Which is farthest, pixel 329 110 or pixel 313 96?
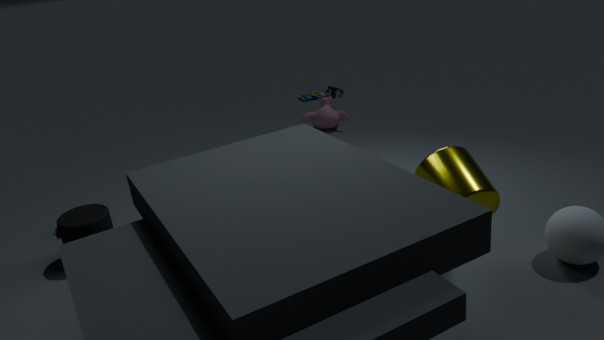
pixel 313 96
